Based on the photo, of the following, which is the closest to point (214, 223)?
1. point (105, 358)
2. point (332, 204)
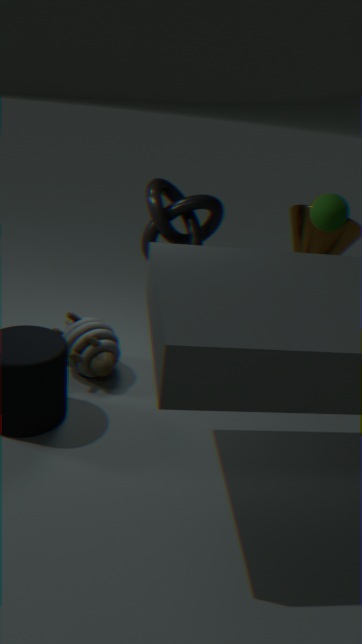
point (332, 204)
